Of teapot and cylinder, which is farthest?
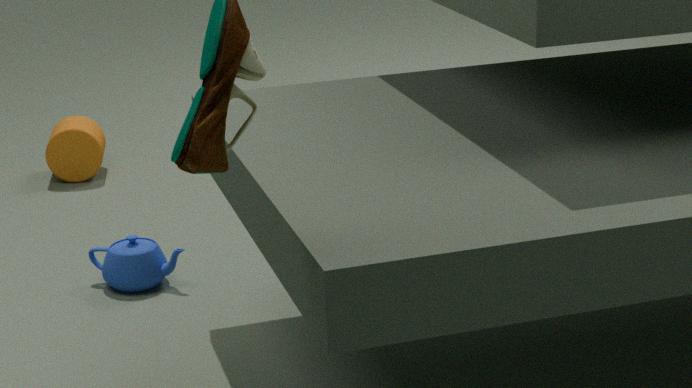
cylinder
